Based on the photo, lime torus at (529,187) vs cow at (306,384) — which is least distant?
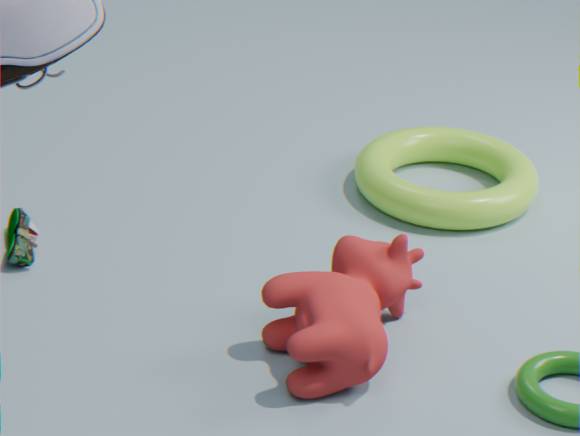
cow at (306,384)
